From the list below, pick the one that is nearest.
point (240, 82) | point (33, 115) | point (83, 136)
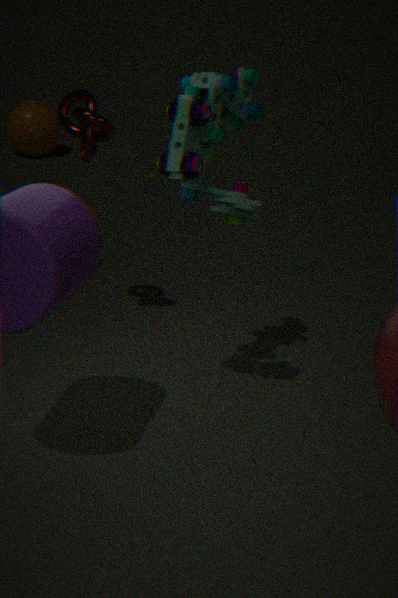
point (240, 82)
